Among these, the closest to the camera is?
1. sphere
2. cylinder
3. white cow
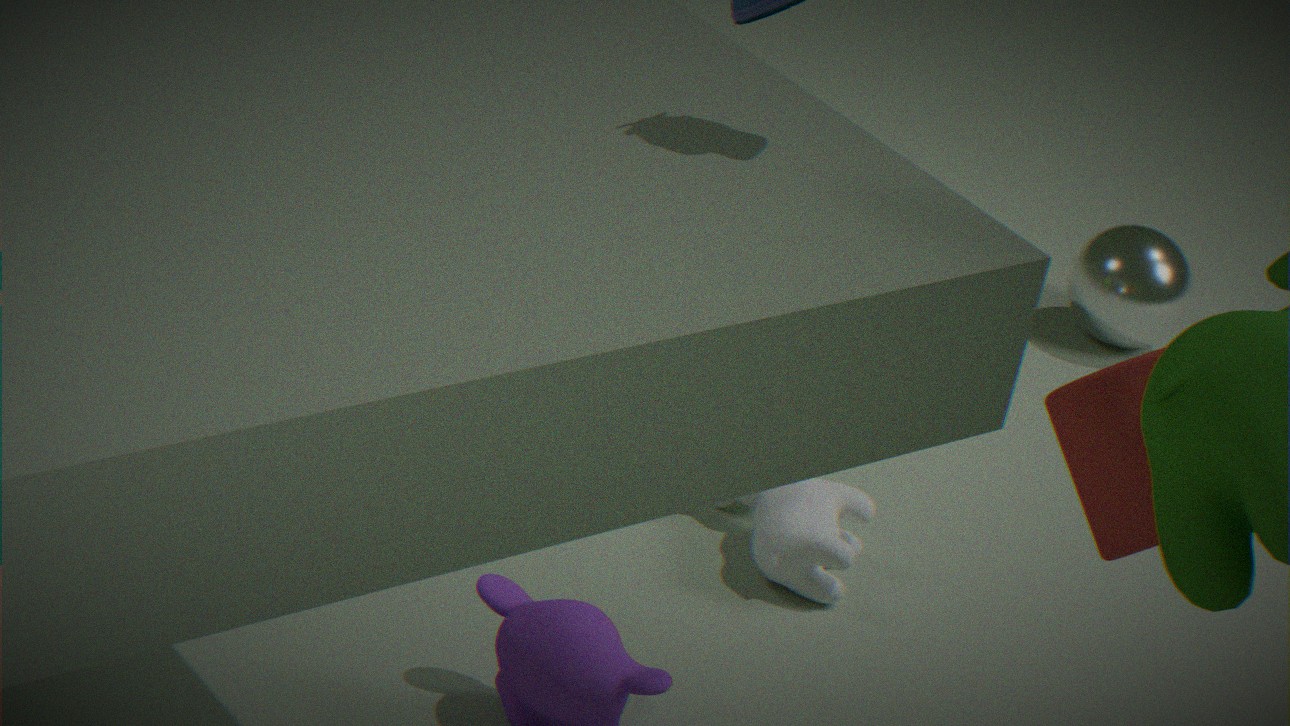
cylinder
